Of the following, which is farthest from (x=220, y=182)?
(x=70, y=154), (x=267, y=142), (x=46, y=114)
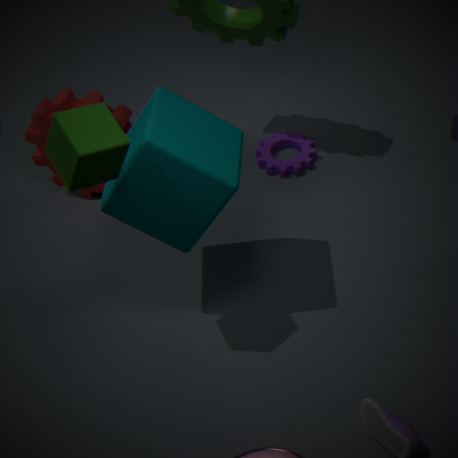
(x=267, y=142)
